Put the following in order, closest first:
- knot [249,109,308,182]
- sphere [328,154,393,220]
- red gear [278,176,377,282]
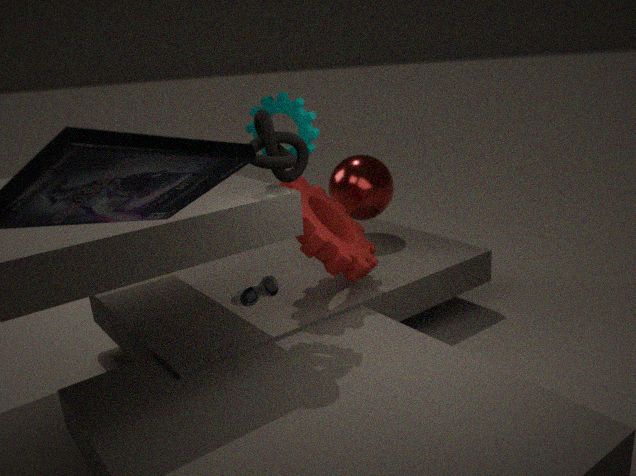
1. knot [249,109,308,182]
2. red gear [278,176,377,282]
3. sphere [328,154,393,220]
